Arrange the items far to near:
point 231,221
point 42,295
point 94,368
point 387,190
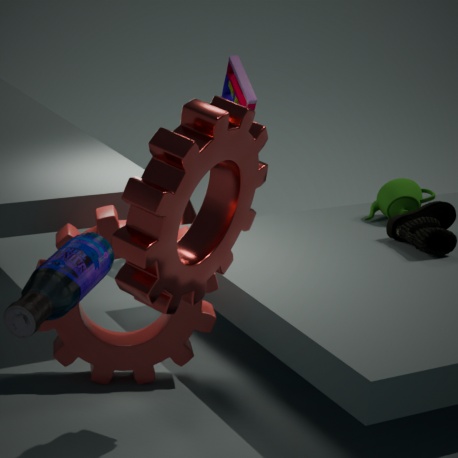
point 387,190, point 94,368, point 231,221, point 42,295
